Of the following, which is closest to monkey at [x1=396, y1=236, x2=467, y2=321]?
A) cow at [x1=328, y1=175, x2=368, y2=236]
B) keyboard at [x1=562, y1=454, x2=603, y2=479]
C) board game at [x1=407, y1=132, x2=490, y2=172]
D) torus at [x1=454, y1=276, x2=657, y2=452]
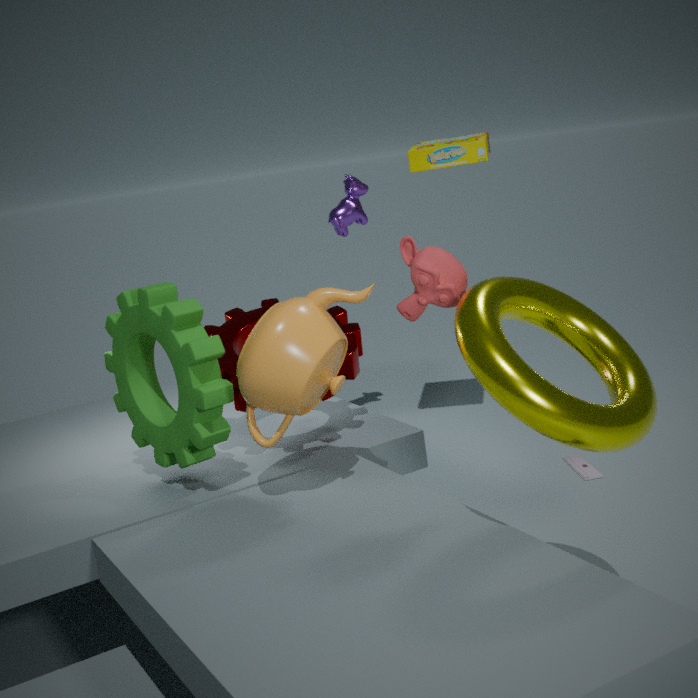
torus at [x1=454, y1=276, x2=657, y2=452]
